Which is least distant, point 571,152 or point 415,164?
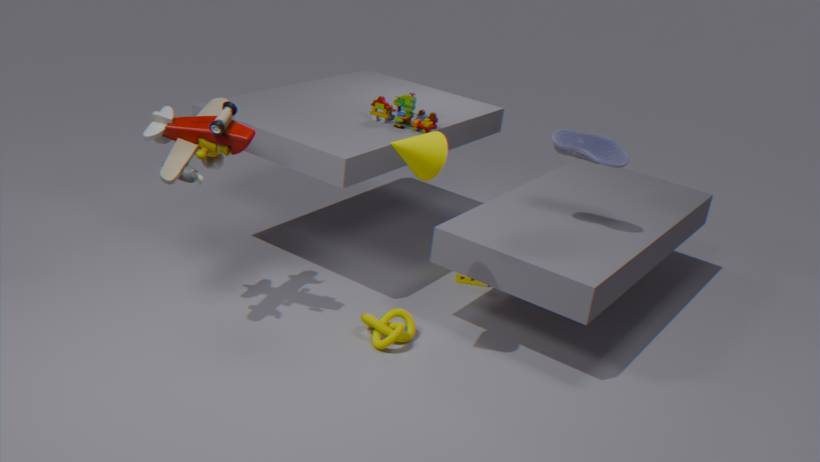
point 415,164
